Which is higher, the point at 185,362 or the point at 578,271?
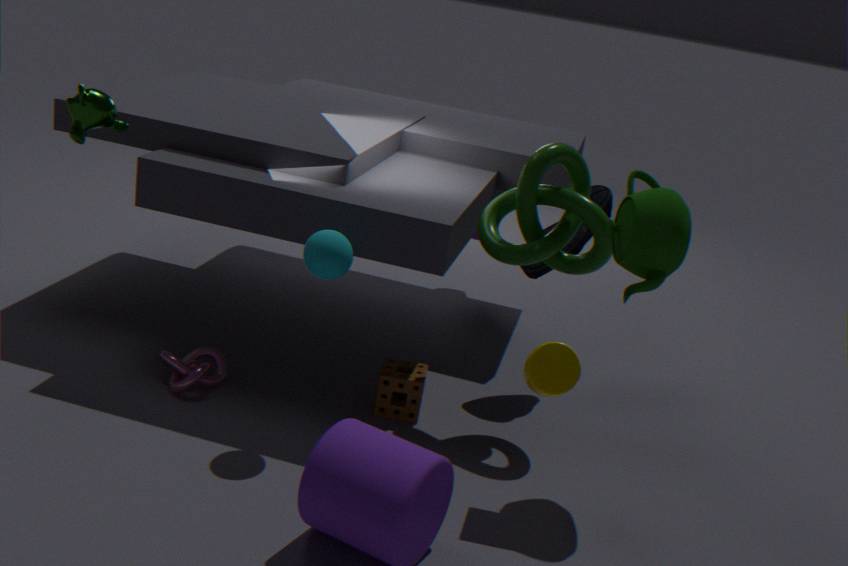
the point at 578,271
